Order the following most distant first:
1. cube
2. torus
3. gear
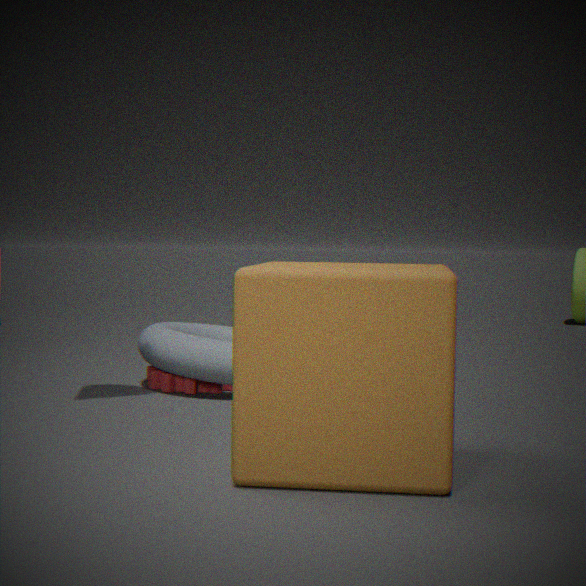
gear, torus, cube
